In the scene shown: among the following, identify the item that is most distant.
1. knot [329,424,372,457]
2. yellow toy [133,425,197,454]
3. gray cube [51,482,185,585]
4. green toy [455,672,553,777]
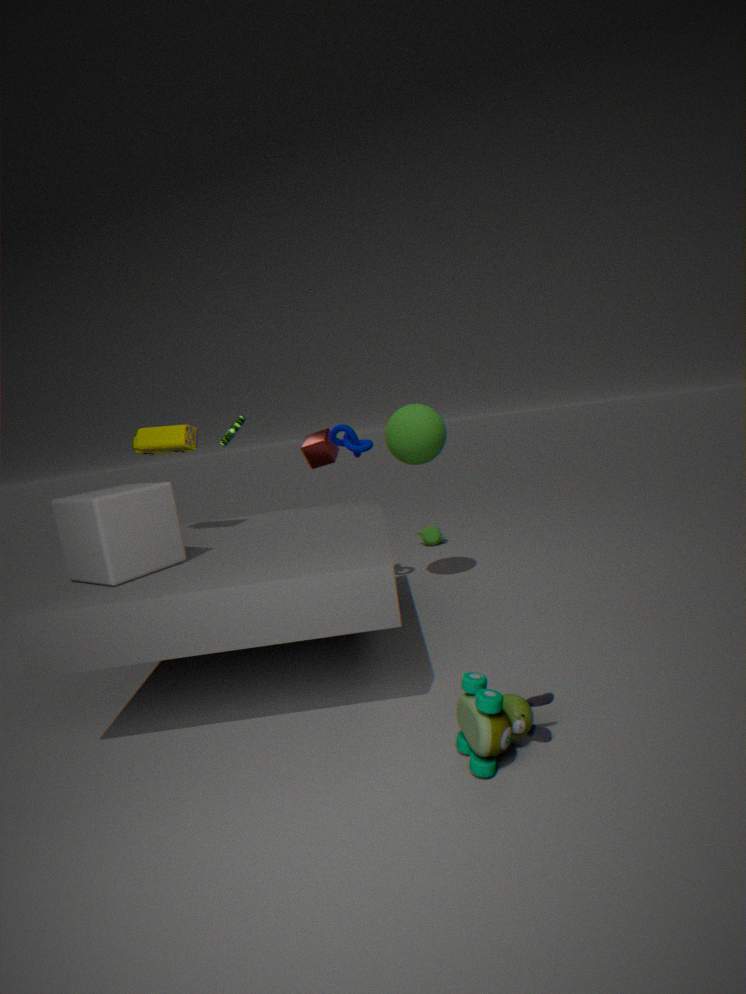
knot [329,424,372,457]
